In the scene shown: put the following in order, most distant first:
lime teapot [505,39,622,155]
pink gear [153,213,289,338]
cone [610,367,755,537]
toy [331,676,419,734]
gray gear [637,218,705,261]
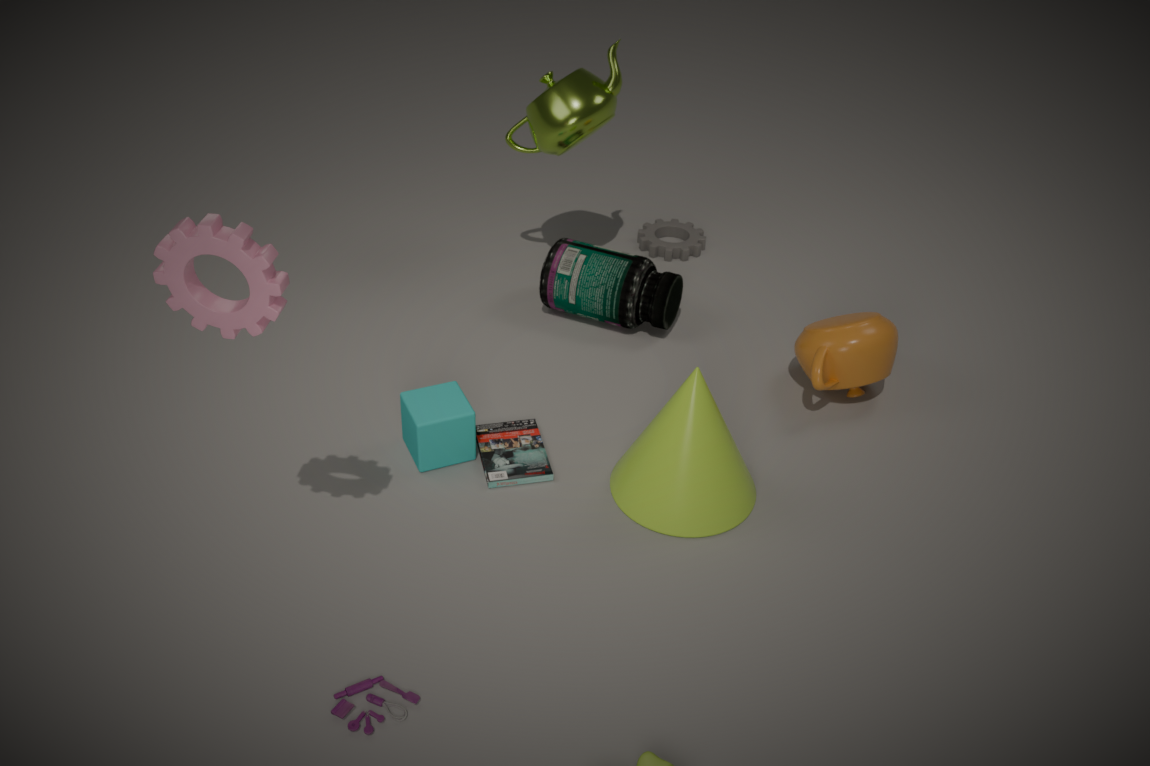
gray gear [637,218,705,261], lime teapot [505,39,622,155], cone [610,367,755,537], toy [331,676,419,734], pink gear [153,213,289,338]
